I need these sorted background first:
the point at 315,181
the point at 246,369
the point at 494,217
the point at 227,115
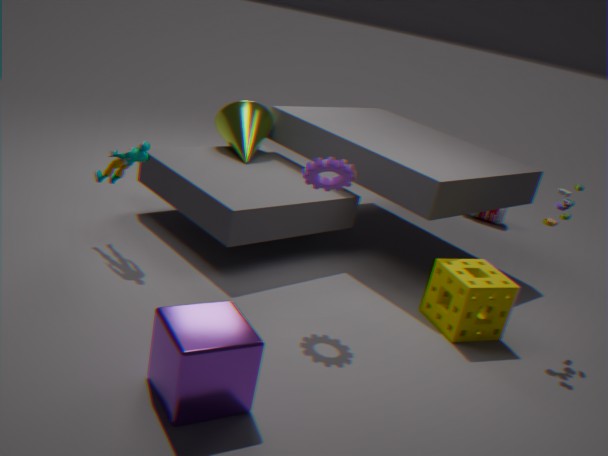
1. the point at 494,217
2. the point at 227,115
3. the point at 315,181
4. the point at 246,369
